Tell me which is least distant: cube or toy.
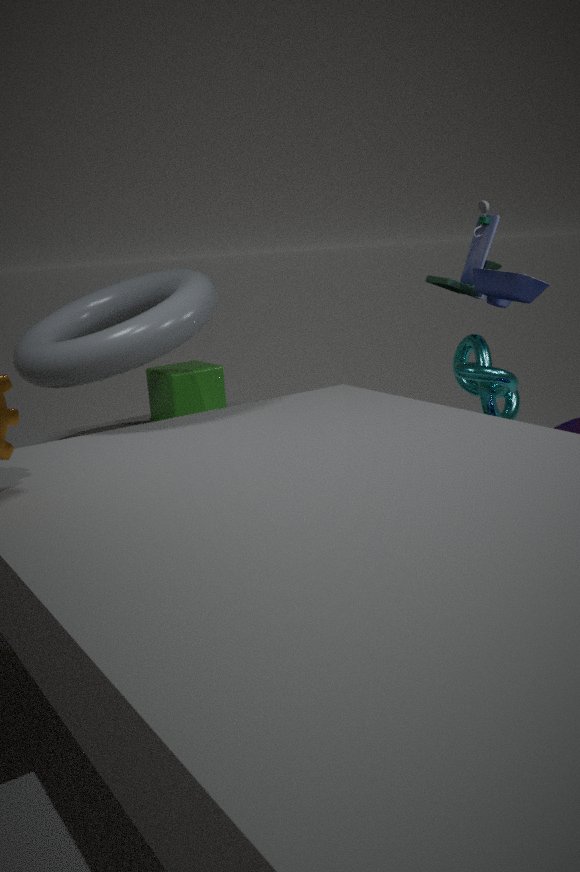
toy
